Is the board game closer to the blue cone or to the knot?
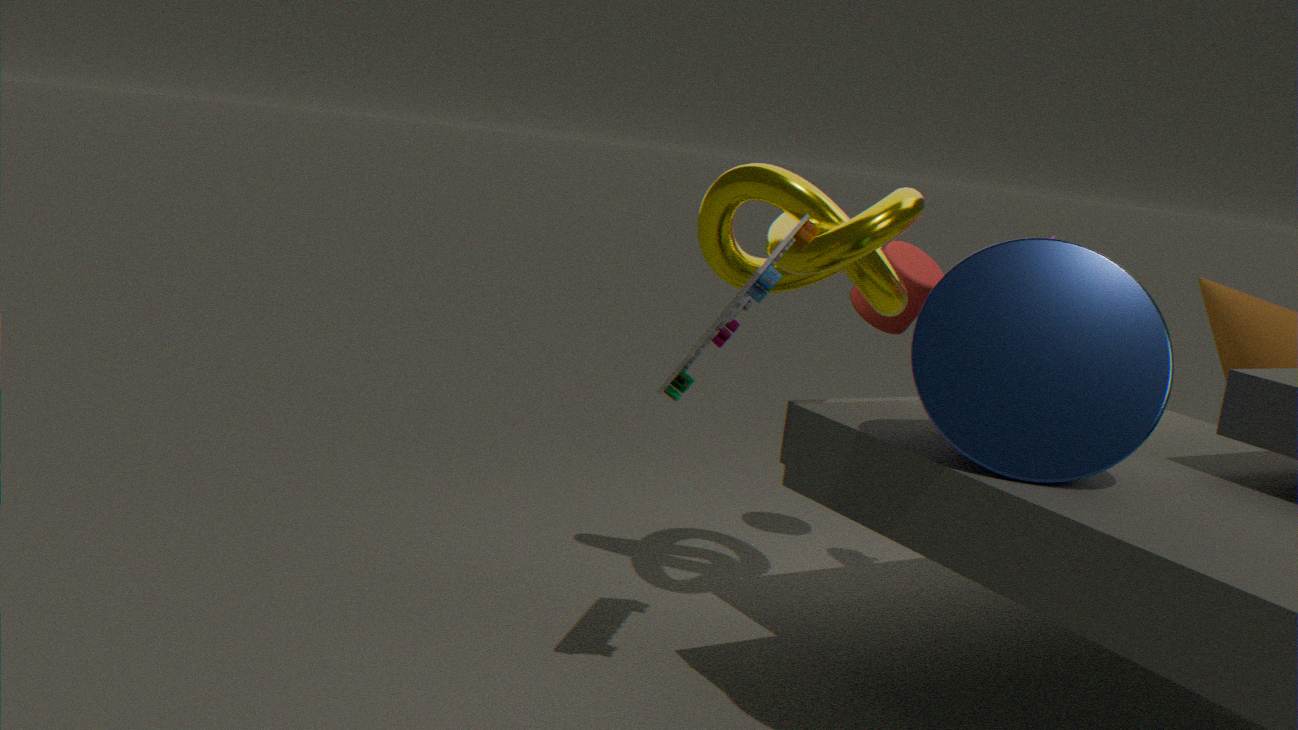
the knot
